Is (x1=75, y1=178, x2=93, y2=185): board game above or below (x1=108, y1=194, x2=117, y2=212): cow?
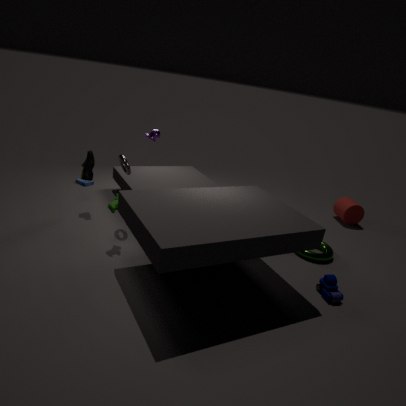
below
